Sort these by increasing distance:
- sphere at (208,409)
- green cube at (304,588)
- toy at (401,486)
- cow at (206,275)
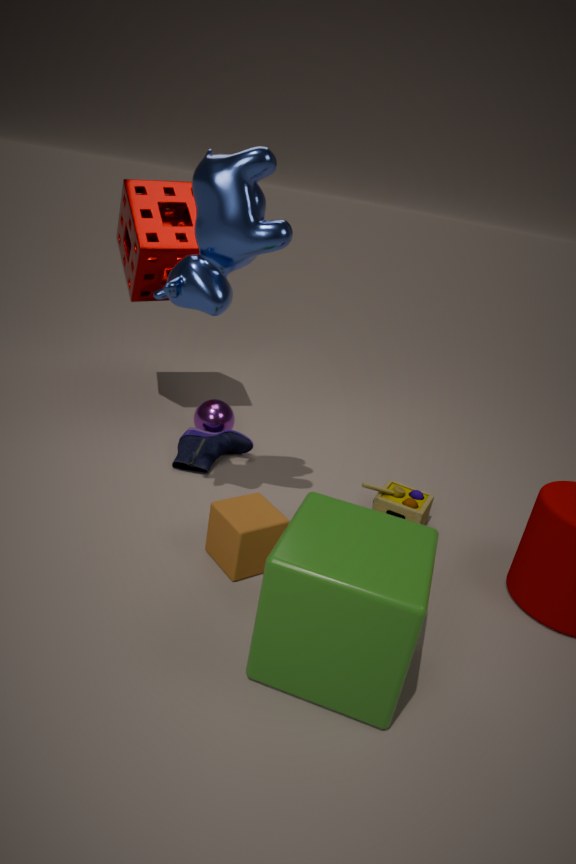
green cube at (304,588) < cow at (206,275) < toy at (401,486) < sphere at (208,409)
